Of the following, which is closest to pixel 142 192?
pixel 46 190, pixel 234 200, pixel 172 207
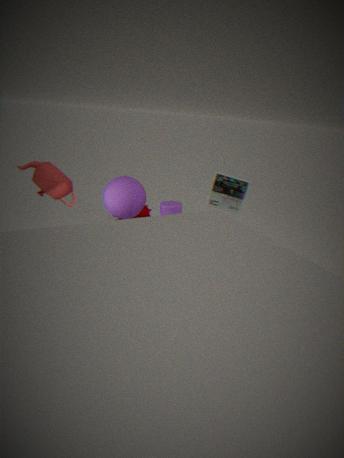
pixel 172 207
